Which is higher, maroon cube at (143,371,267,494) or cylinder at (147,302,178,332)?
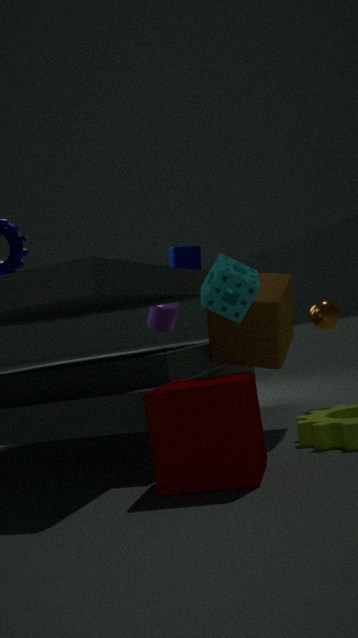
cylinder at (147,302,178,332)
